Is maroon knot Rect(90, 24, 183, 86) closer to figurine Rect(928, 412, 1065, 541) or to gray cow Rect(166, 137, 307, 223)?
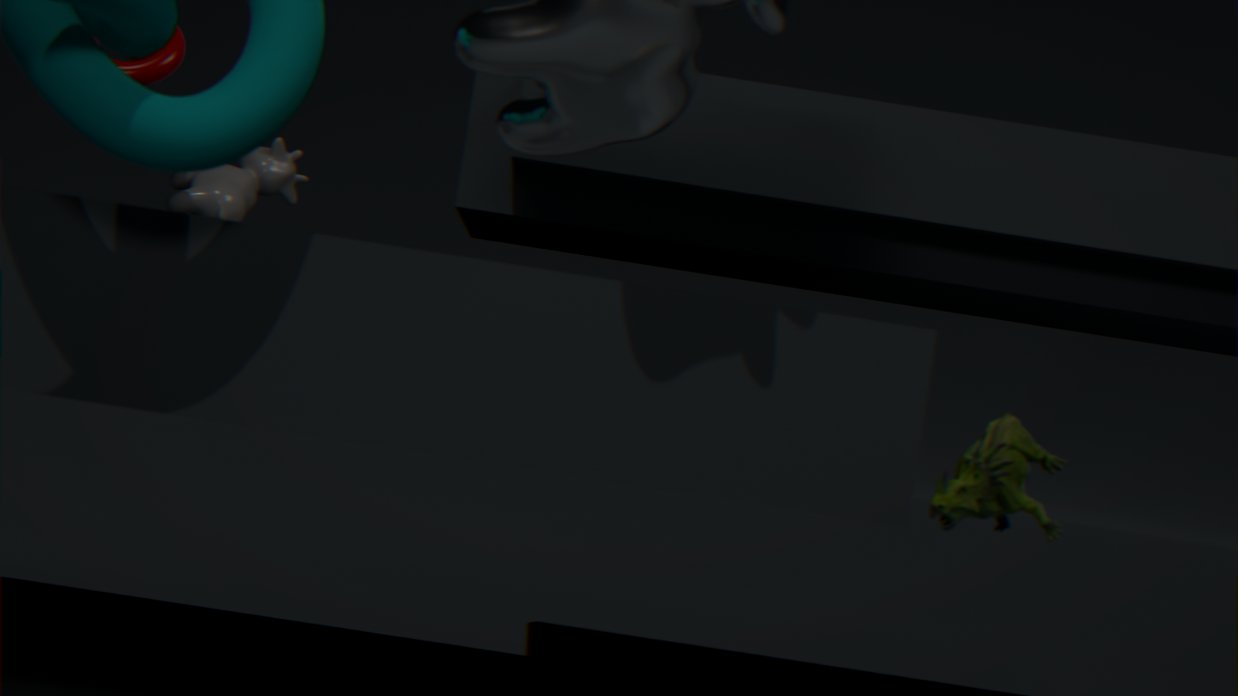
gray cow Rect(166, 137, 307, 223)
